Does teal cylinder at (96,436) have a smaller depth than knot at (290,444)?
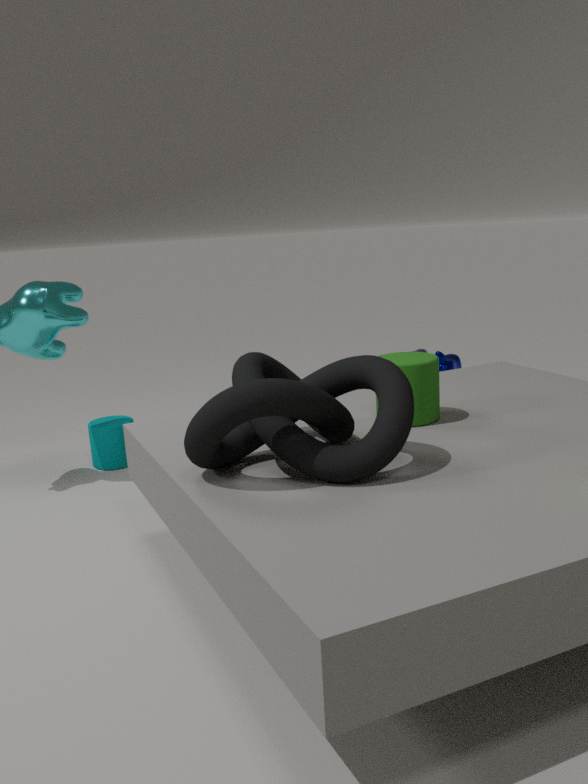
No
